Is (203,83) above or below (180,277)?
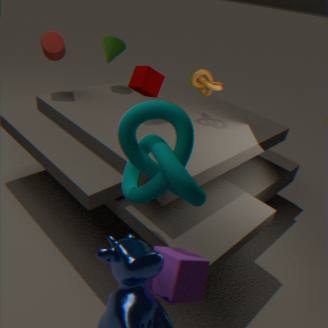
above
